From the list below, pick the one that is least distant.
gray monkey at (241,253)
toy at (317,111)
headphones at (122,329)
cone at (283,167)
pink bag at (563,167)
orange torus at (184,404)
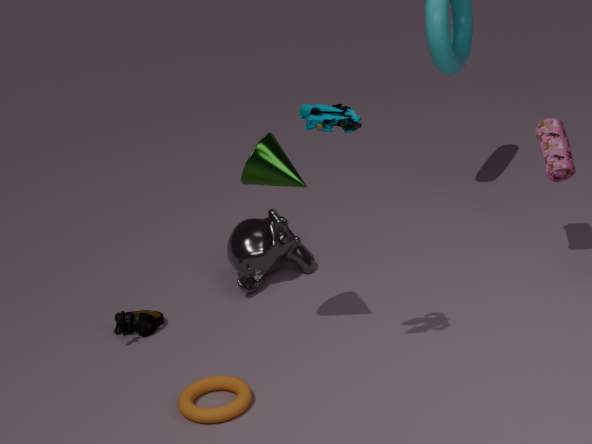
toy at (317,111)
